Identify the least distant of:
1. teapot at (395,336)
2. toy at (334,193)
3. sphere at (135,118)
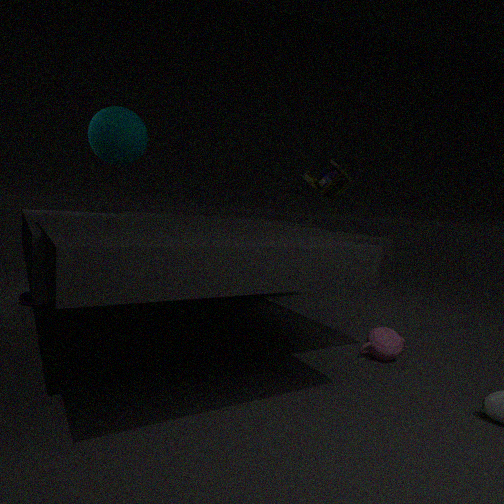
teapot at (395,336)
